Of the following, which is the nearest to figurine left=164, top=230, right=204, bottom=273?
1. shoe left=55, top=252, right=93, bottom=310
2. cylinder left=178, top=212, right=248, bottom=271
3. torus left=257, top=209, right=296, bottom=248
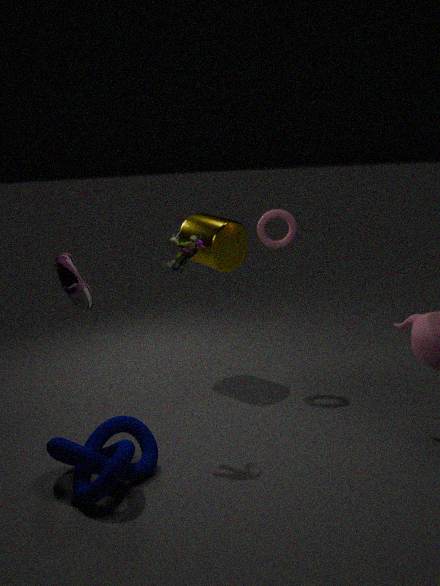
shoe left=55, top=252, right=93, bottom=310
